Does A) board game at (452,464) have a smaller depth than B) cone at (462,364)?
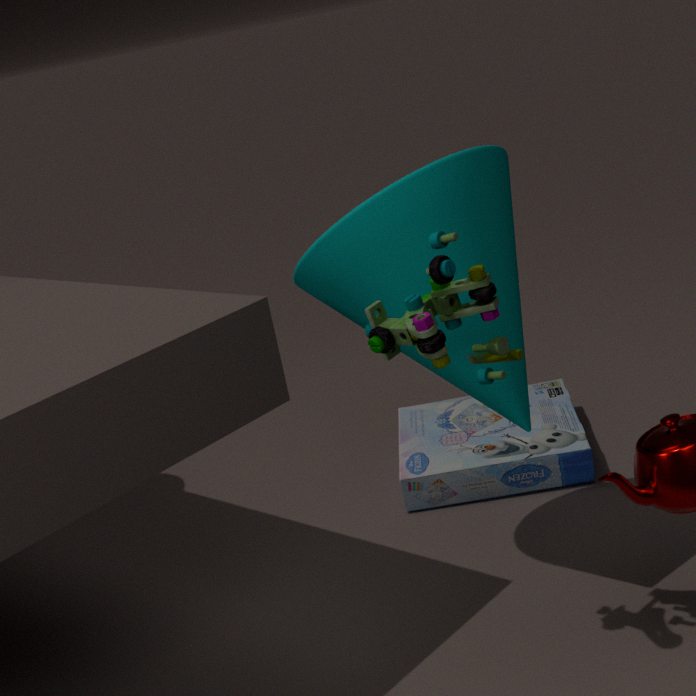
No
